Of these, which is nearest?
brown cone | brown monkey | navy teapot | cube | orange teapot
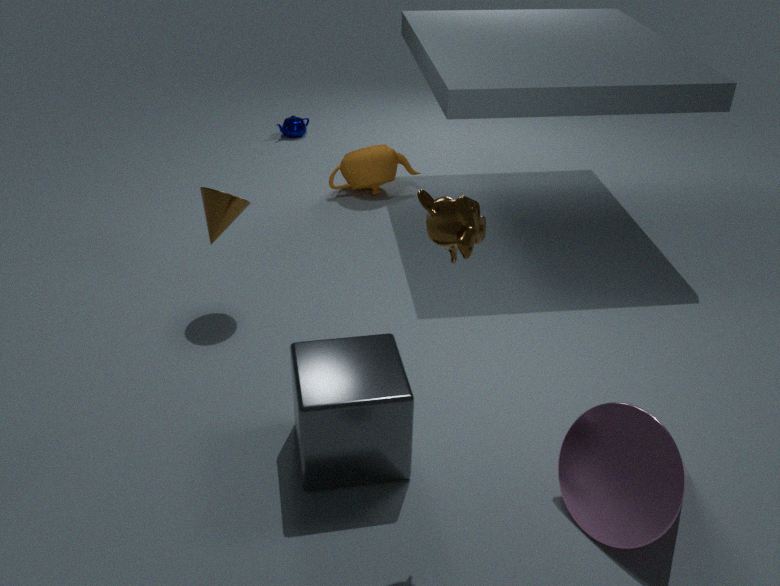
brown monkey
